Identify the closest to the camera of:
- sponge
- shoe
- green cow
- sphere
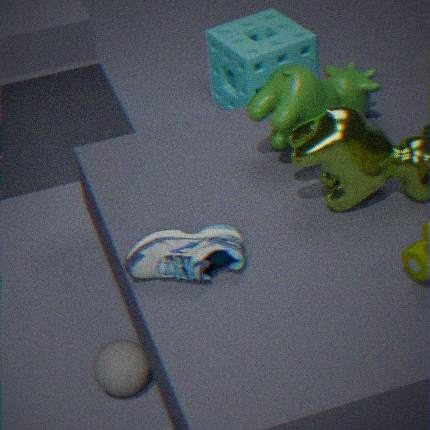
shoe
